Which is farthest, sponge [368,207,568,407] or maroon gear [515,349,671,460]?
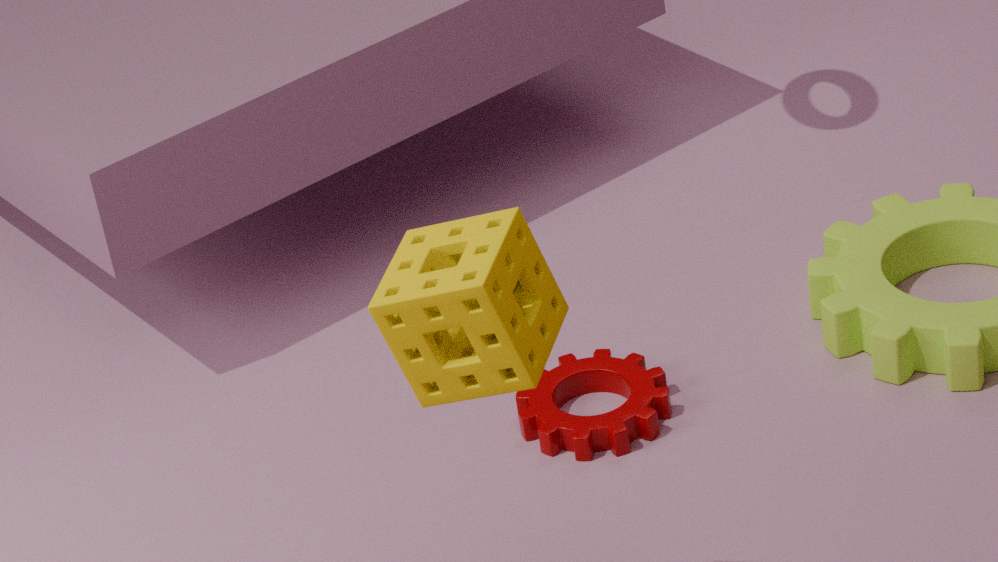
maroon gear [515,349,671,460]
